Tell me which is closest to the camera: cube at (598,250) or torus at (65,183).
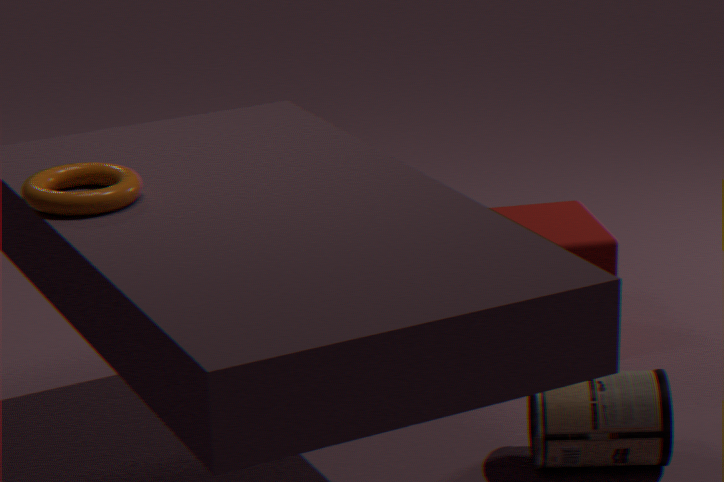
torus at (65,183)
